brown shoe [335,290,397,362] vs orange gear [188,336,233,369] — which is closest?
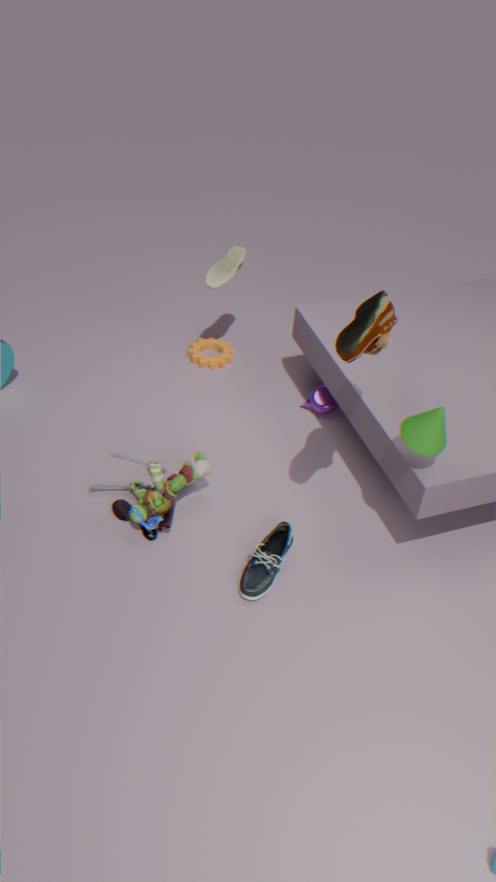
brown shoe [335,290,397,362]
